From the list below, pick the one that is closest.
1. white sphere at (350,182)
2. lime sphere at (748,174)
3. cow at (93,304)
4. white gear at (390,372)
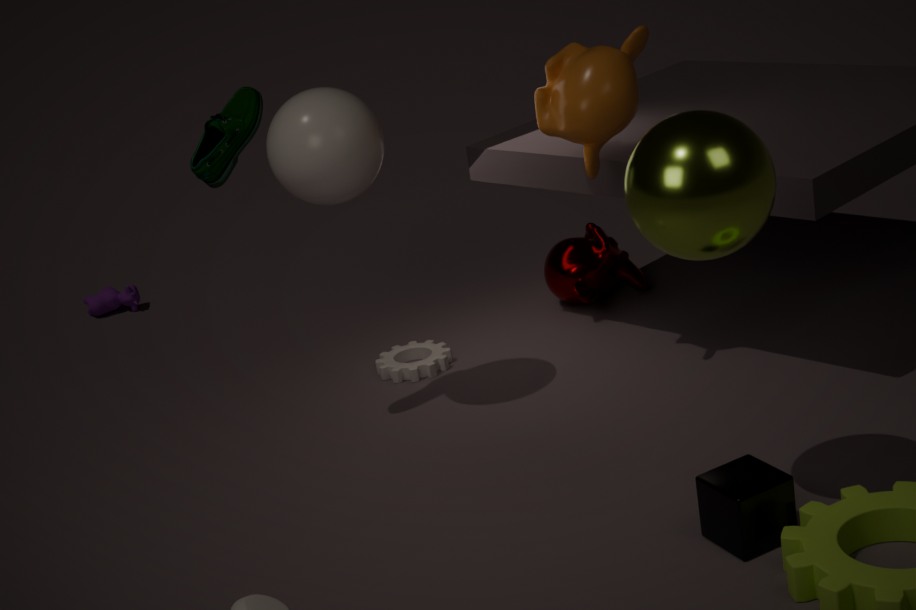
lime sphere at (748,174)
